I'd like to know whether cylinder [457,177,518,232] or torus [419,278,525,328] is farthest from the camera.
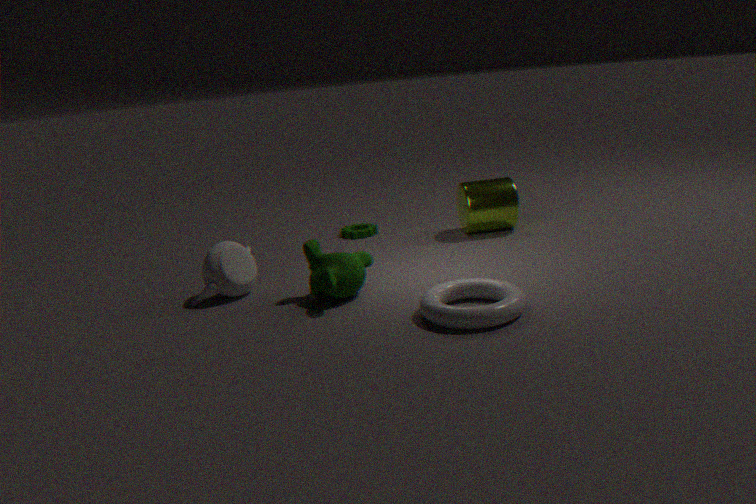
cylinder [457,177,518,232]
